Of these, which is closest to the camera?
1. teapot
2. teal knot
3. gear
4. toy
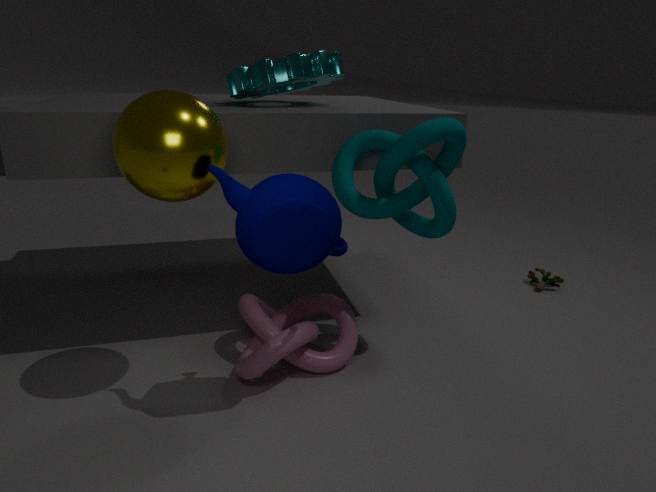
teapot
